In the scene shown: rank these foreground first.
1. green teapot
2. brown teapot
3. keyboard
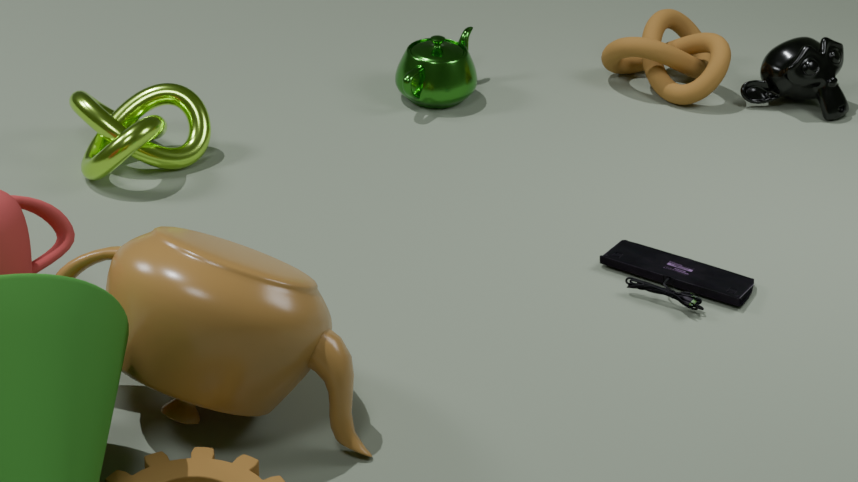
1. brown teapot
2. keyboard
3. green teapot
